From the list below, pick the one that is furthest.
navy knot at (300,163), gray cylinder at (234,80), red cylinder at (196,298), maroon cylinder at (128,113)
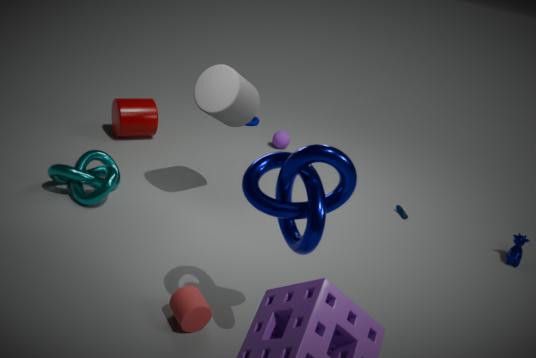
maroon cylinder at (128,113)
